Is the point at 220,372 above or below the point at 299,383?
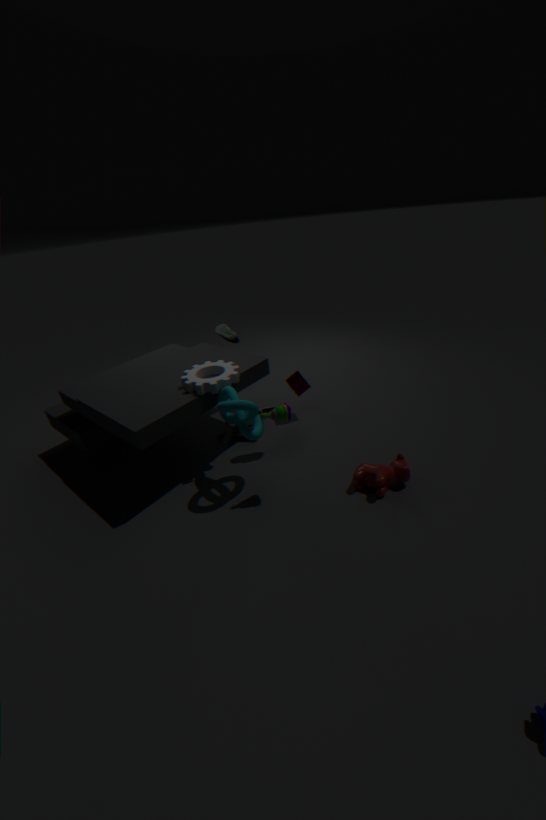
above
